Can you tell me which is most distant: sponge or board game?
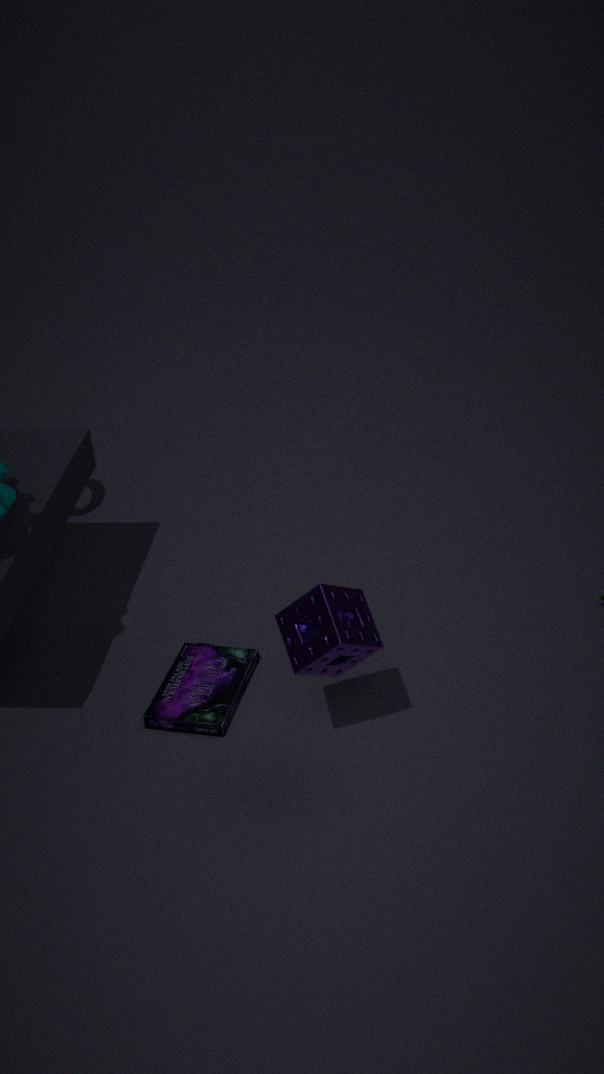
board game
